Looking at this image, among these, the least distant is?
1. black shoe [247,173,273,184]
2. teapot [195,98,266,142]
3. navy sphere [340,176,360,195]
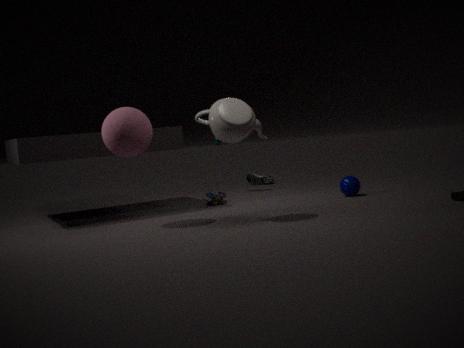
teapot [195,98,266,142]
